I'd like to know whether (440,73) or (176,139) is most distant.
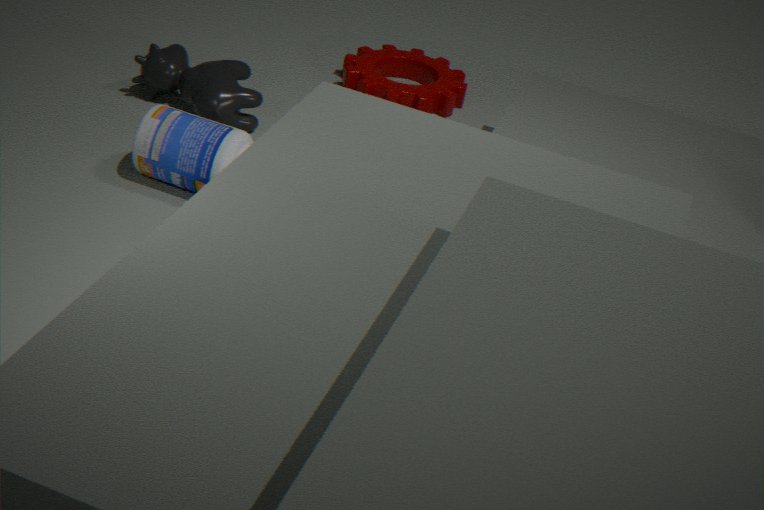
(440,73)
